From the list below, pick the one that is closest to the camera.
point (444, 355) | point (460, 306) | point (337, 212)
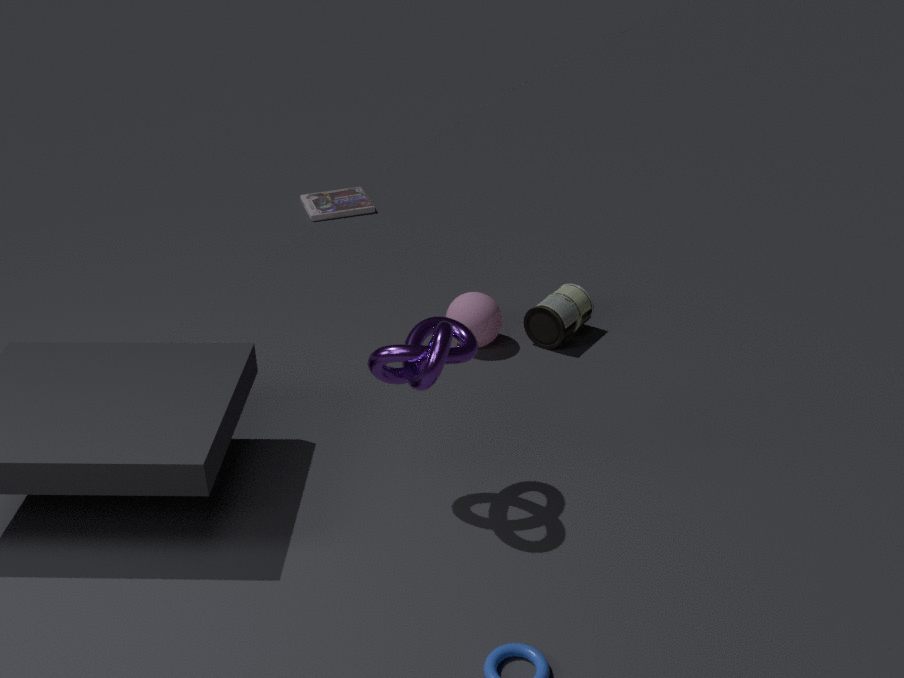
point (444, 355)
